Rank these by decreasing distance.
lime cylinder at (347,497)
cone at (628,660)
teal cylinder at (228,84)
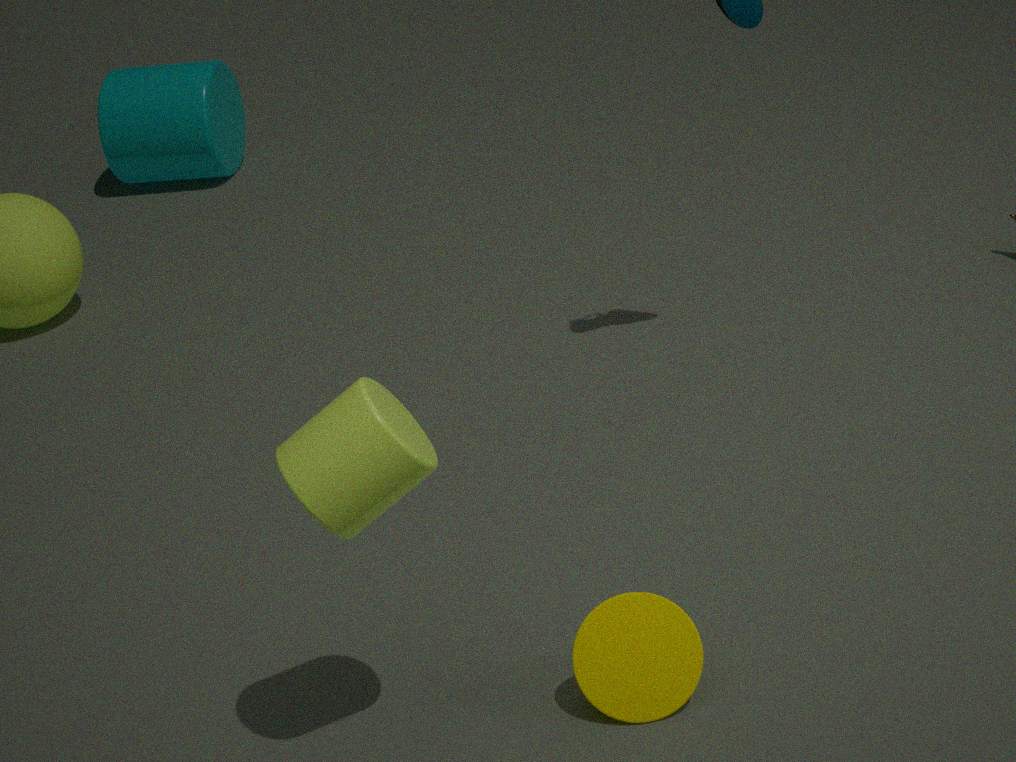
teal cylinder at (228,84) < cone at (628,660) < lime cylinder at (347,497)
